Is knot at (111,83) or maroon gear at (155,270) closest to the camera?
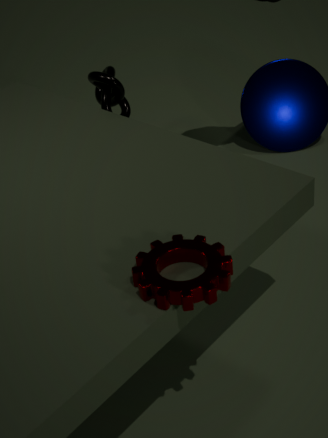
maroon gear at (155,270)
